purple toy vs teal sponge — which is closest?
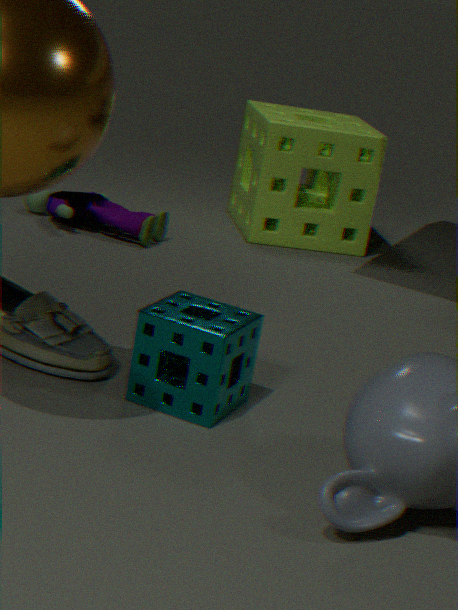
teal sponge
